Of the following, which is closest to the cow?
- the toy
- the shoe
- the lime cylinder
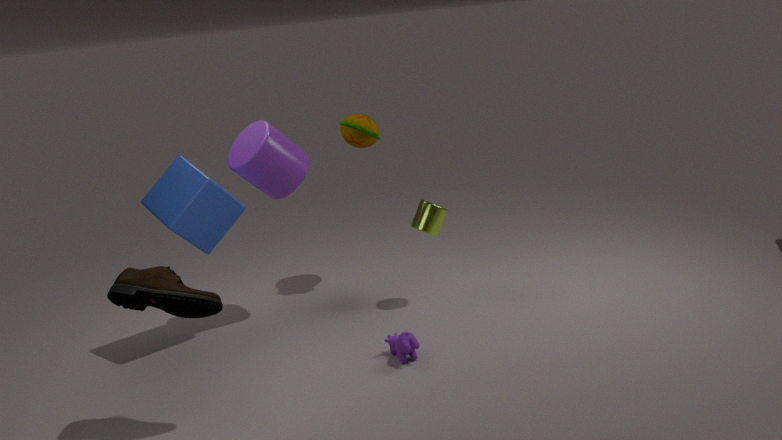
the lime cylinder
